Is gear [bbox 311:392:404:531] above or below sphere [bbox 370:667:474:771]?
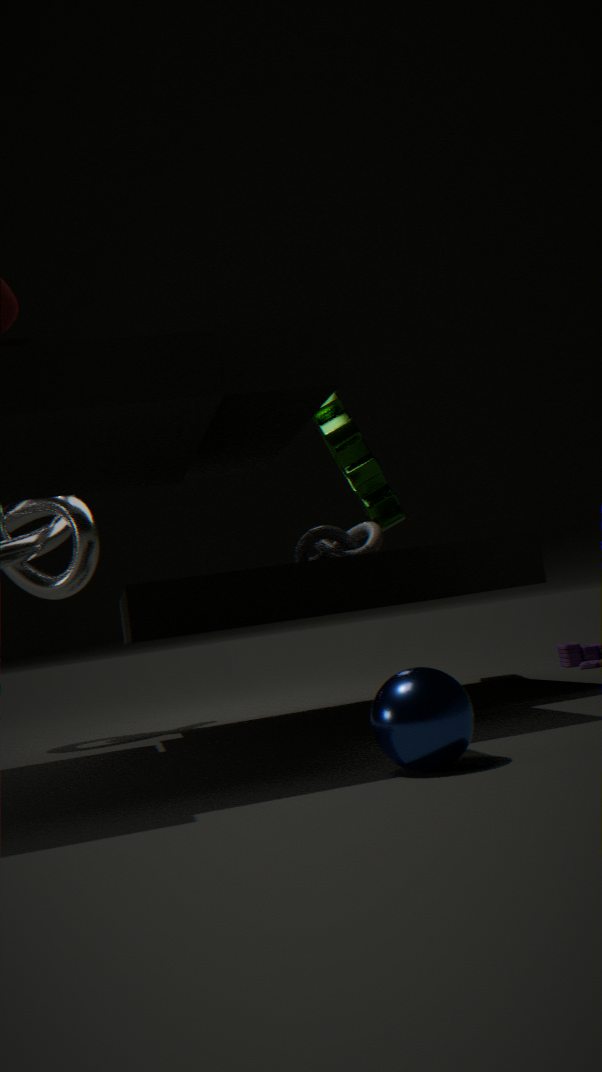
above
